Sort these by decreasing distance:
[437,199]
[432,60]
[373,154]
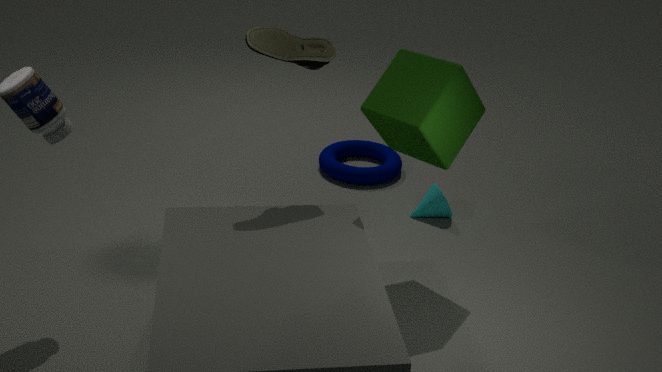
[373,154], [437,199], [432,60]
